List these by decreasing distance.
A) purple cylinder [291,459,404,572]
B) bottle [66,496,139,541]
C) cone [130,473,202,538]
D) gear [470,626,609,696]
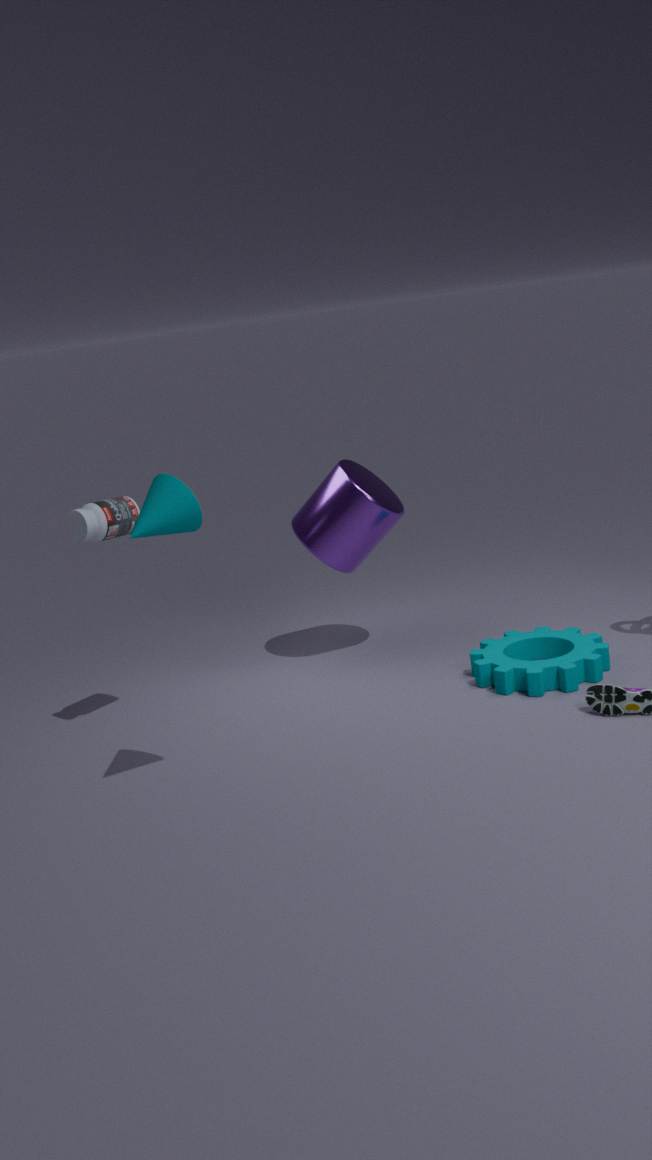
purple cylinder [291,459,404,572]
gear [470,626,609,696]
bottle [66,496,139,541]
cone [130,473,202,538]
